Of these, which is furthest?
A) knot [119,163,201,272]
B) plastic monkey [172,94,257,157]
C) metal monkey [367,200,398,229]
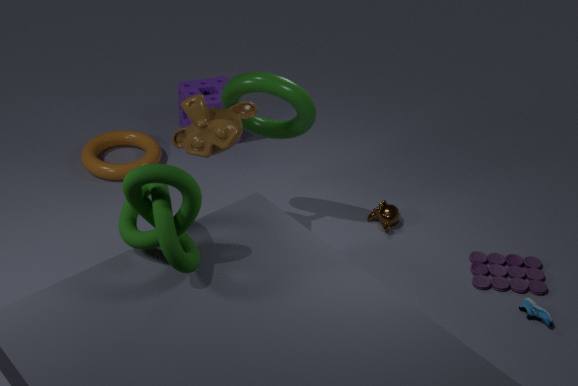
metal monkey [367,200,398,229]
